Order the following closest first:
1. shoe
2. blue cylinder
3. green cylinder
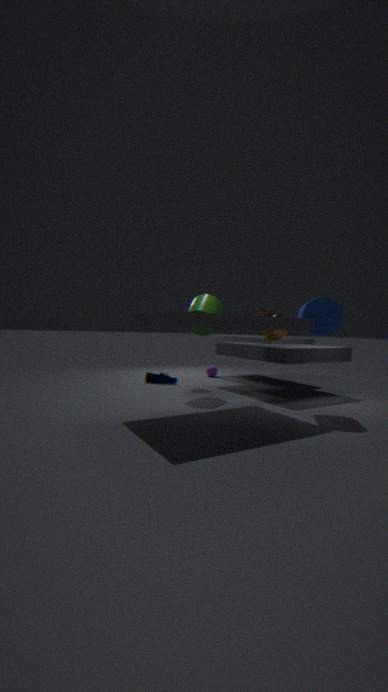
1. blue cylinder
2. green cylinder
3. shoe
